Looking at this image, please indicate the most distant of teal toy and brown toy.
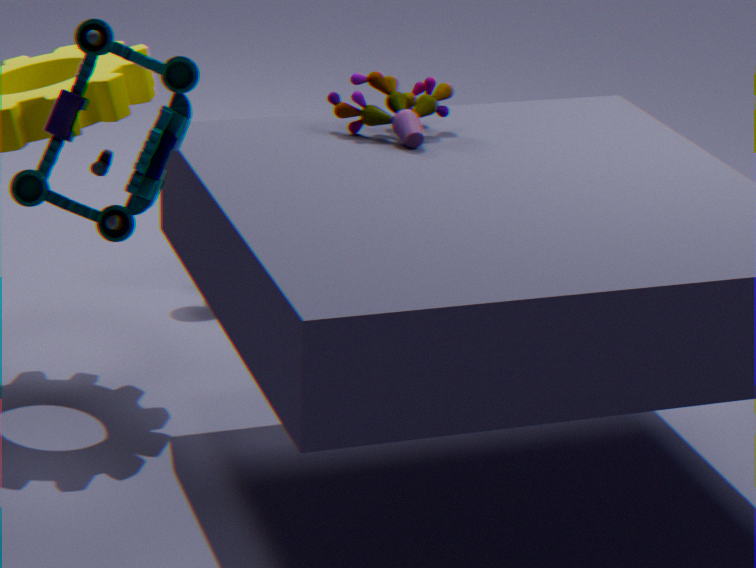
brown toy
